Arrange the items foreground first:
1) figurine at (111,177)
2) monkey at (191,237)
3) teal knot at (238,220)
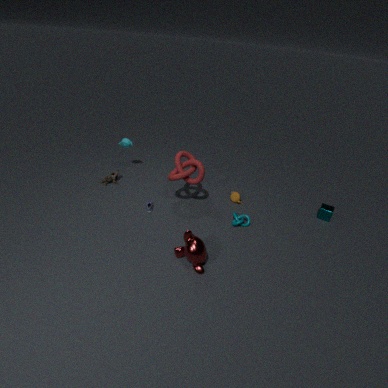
2. monkey at (191,237), 3. teal knot at (238,220), 1. figurine at (111,177)
